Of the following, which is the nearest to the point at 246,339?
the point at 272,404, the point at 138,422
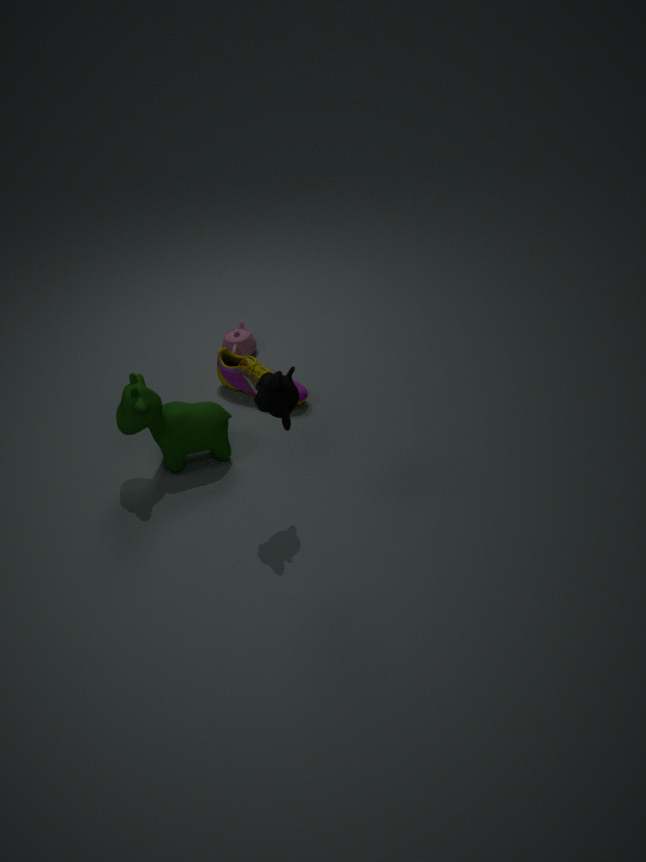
the point at 138,422
